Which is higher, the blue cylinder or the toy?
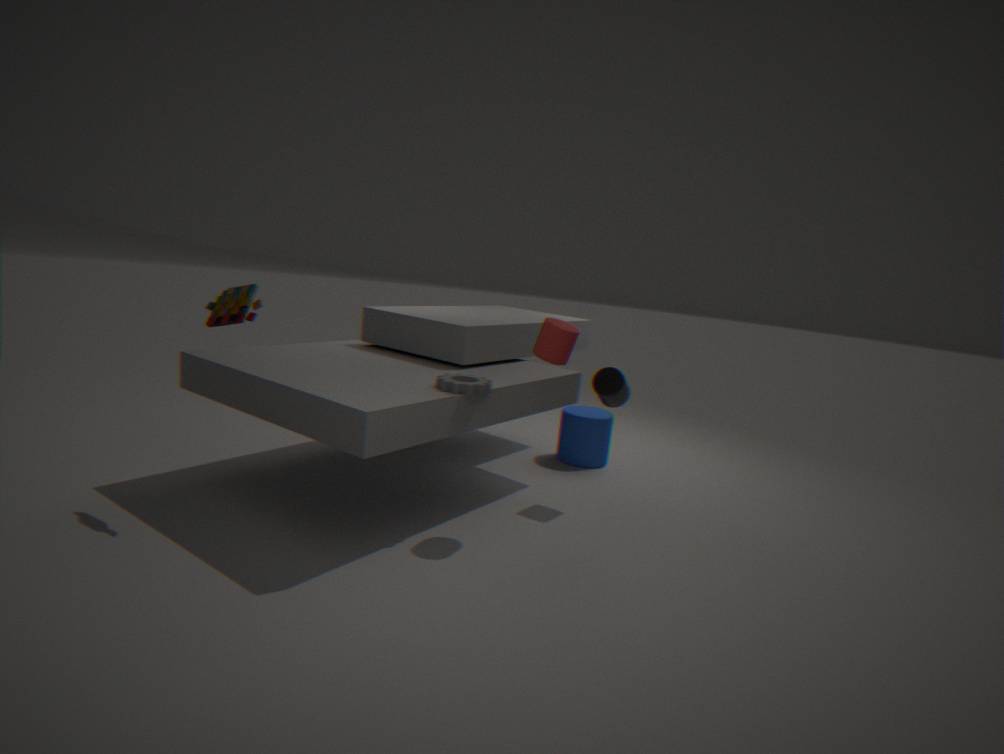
the toy
